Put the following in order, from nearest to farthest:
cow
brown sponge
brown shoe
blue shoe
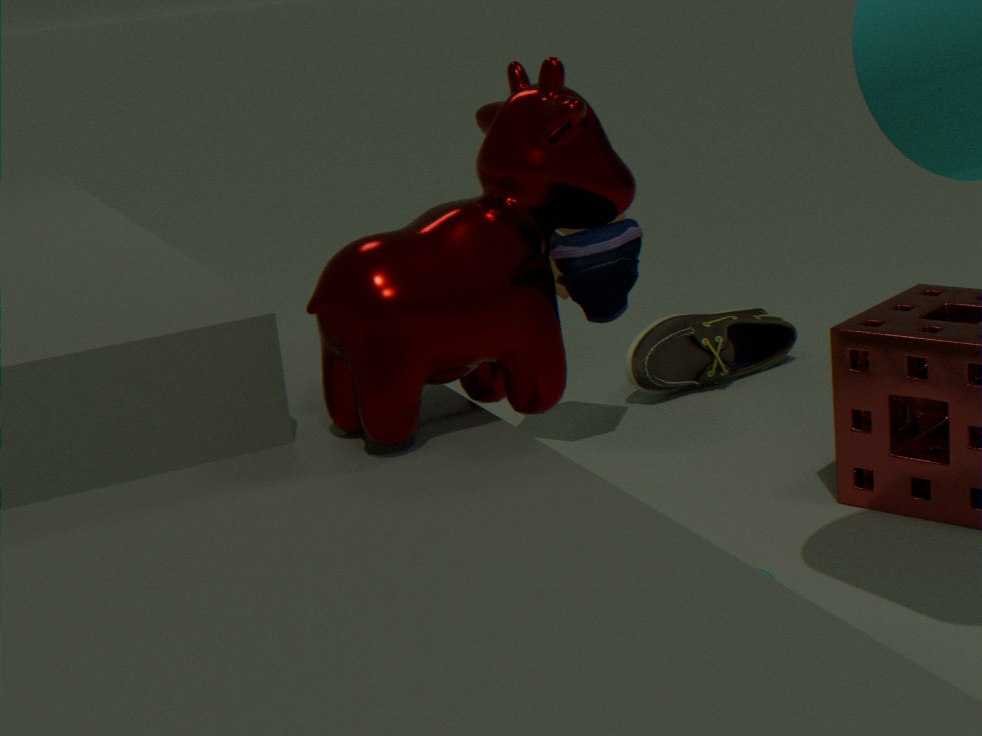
blue shoe
cow
brown sponge
brown shoe
